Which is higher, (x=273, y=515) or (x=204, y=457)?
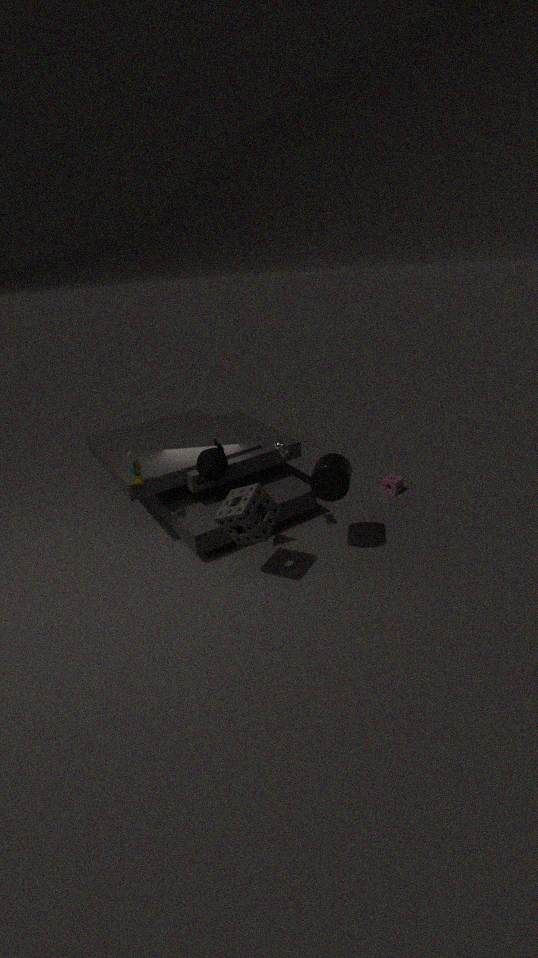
(x=204, y=457)
